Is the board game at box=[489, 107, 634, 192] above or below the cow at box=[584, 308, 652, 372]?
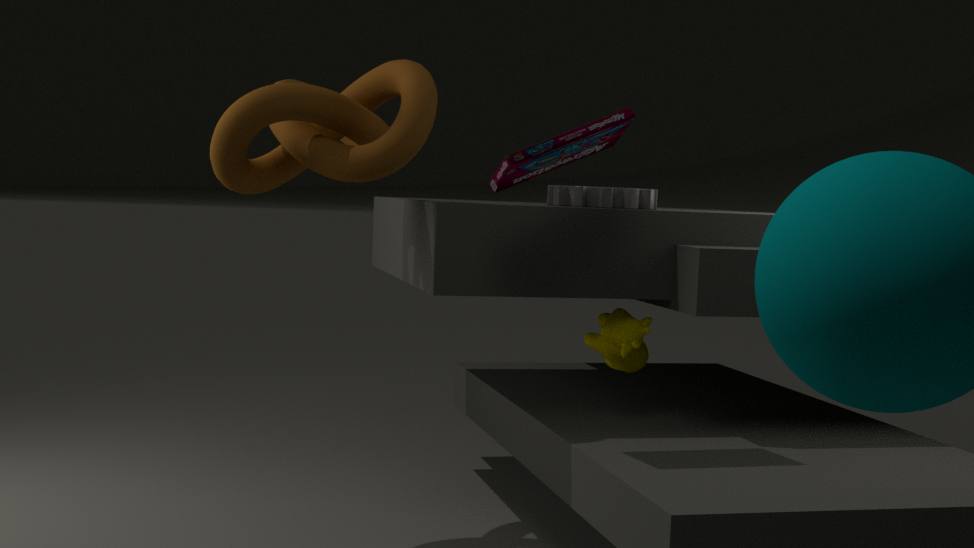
above
